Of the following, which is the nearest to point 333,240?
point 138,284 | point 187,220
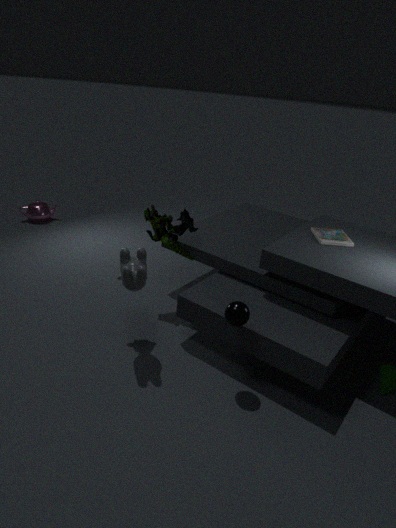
point 187,220
